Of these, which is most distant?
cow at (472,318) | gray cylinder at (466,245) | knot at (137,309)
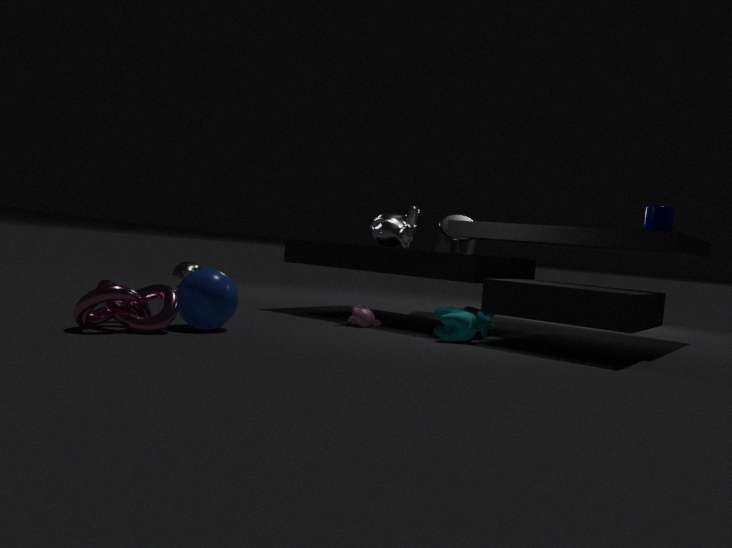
gray cylinder at (466,245)
